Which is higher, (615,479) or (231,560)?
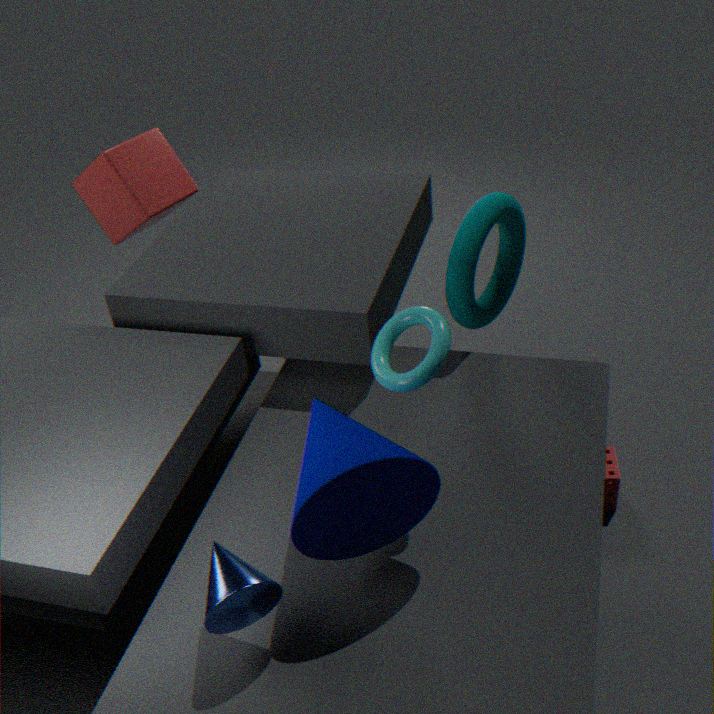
(231,560)
